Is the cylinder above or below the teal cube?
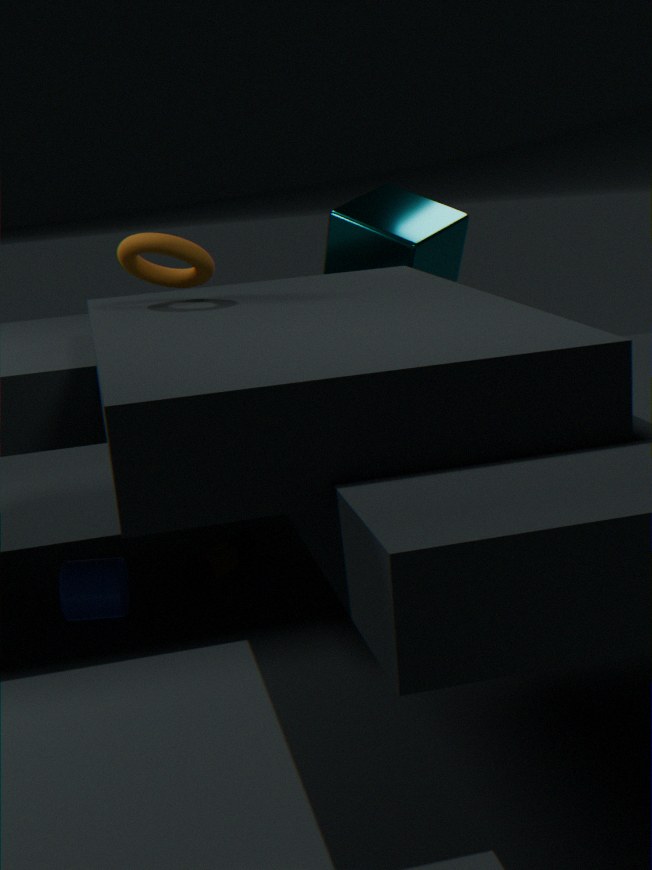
below
